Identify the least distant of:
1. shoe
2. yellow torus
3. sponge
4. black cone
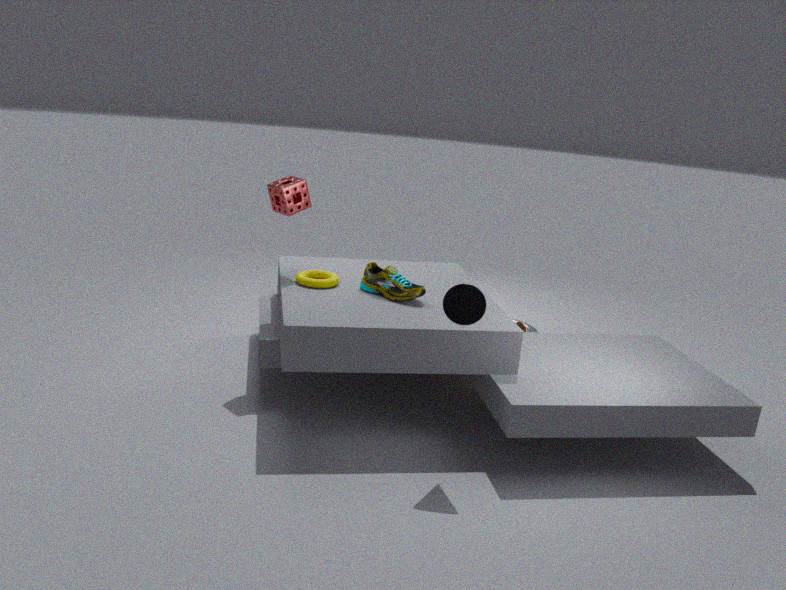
black cone
